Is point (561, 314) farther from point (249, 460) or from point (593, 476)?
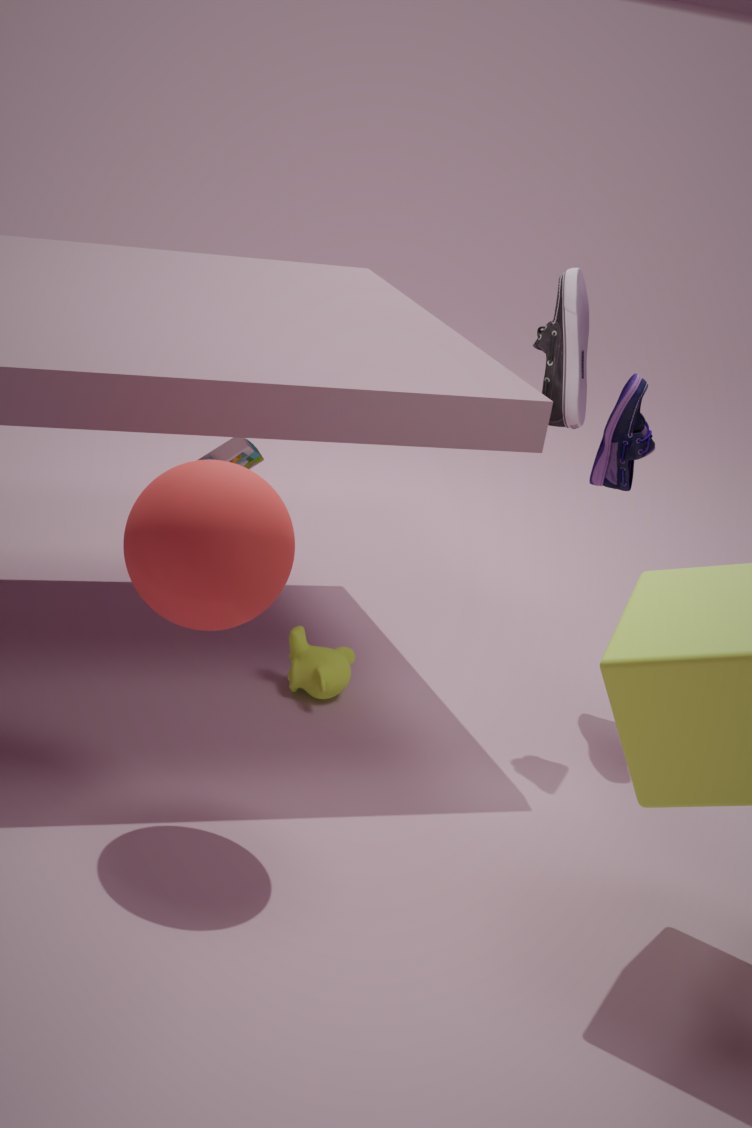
point (249, 460)
